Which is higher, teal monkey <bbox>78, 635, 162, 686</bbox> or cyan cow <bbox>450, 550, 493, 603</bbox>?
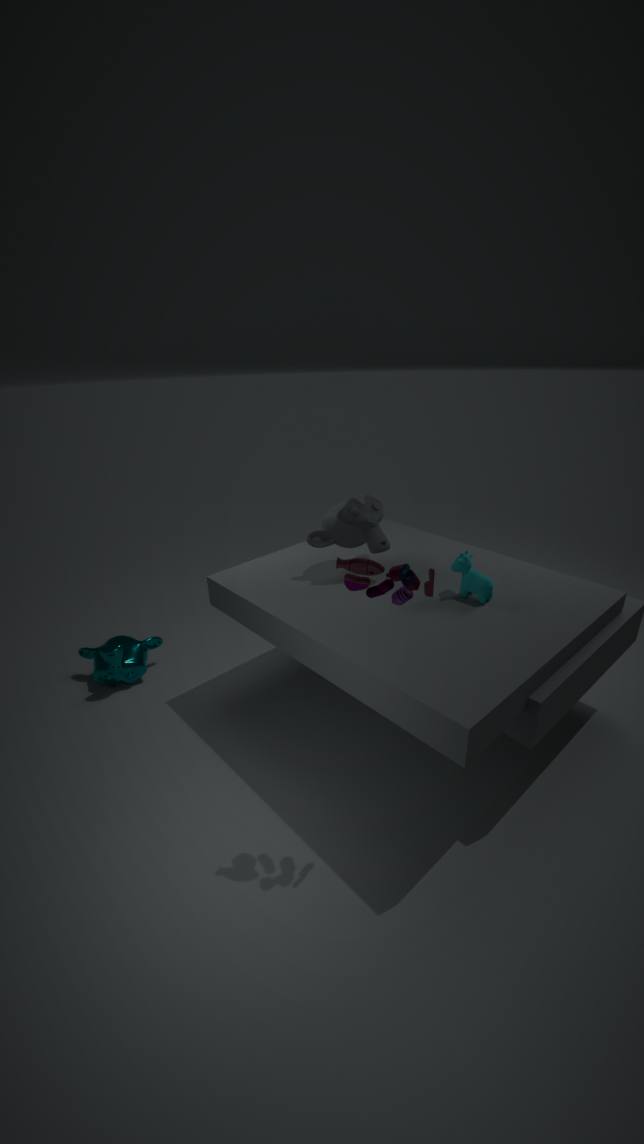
cyan cow <bbox>450, 550, 493, 603</bbox>
